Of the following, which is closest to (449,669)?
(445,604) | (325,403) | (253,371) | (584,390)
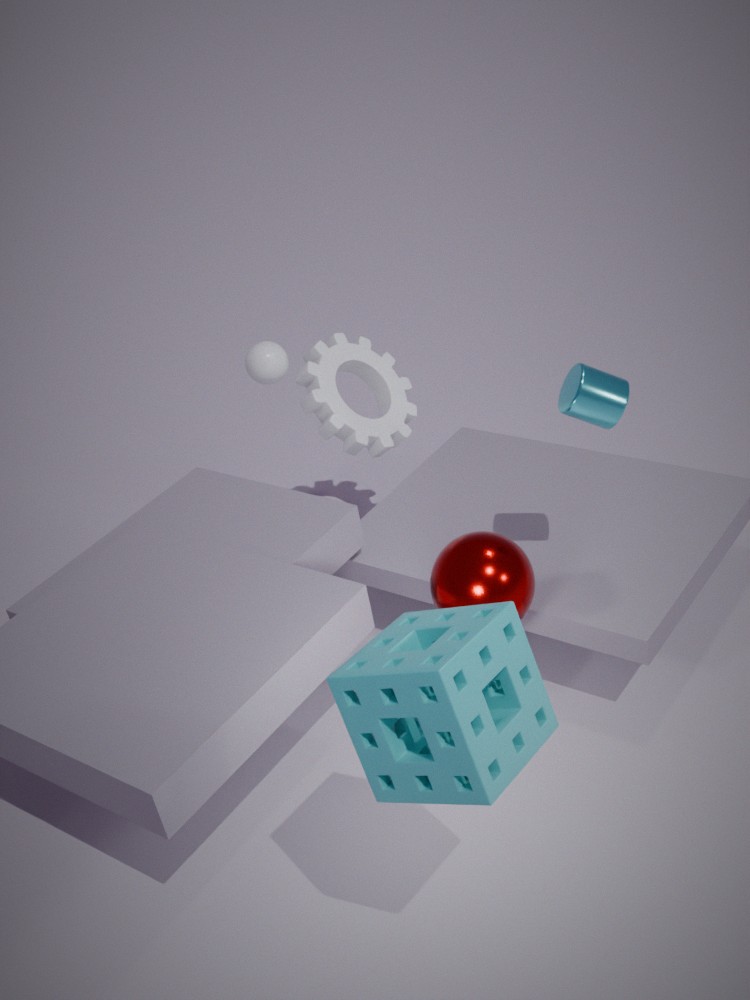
(445,604)
